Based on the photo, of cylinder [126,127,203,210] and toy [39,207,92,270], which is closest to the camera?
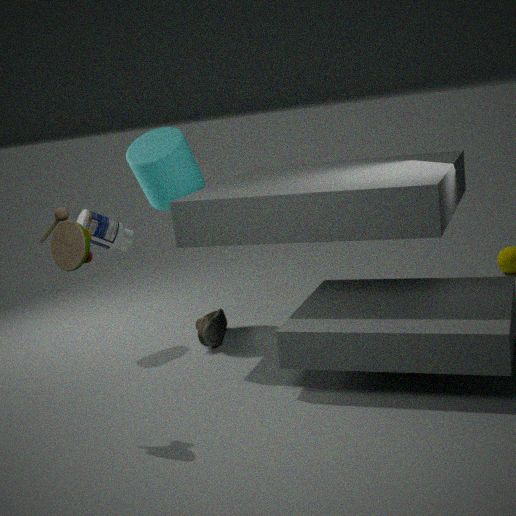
toy [39,207,92,270]
